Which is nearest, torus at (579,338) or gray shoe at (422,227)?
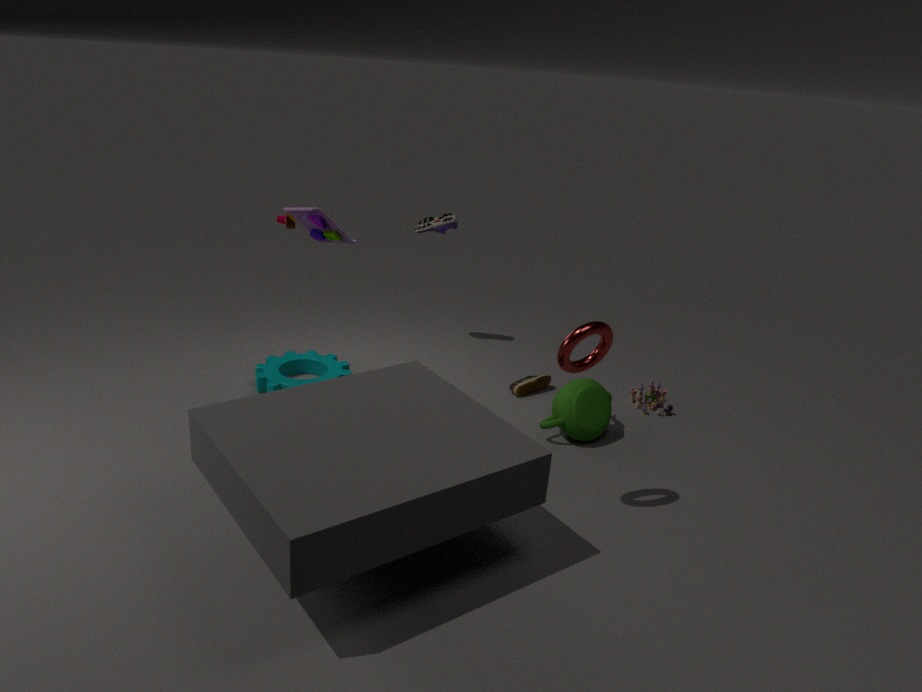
torus at (579,338)
